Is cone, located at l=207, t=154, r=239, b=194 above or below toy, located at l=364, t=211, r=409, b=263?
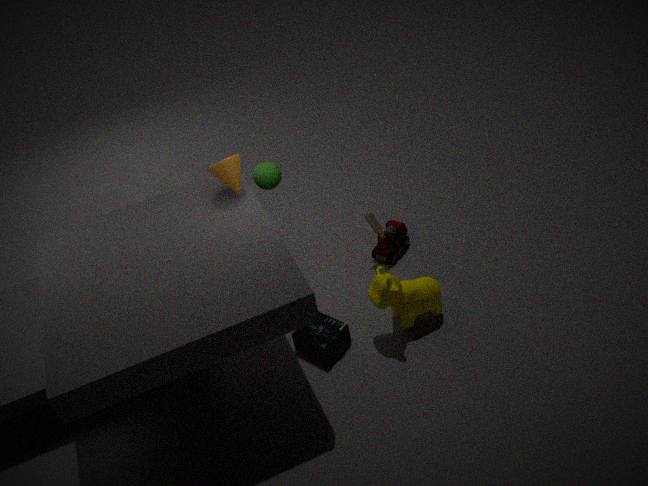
above
